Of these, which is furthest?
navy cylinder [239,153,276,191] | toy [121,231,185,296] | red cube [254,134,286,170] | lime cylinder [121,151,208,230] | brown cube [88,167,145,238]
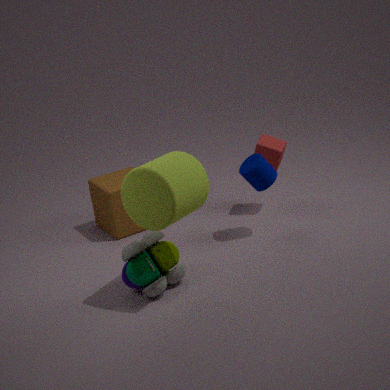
red cube [254,134,286,170]
